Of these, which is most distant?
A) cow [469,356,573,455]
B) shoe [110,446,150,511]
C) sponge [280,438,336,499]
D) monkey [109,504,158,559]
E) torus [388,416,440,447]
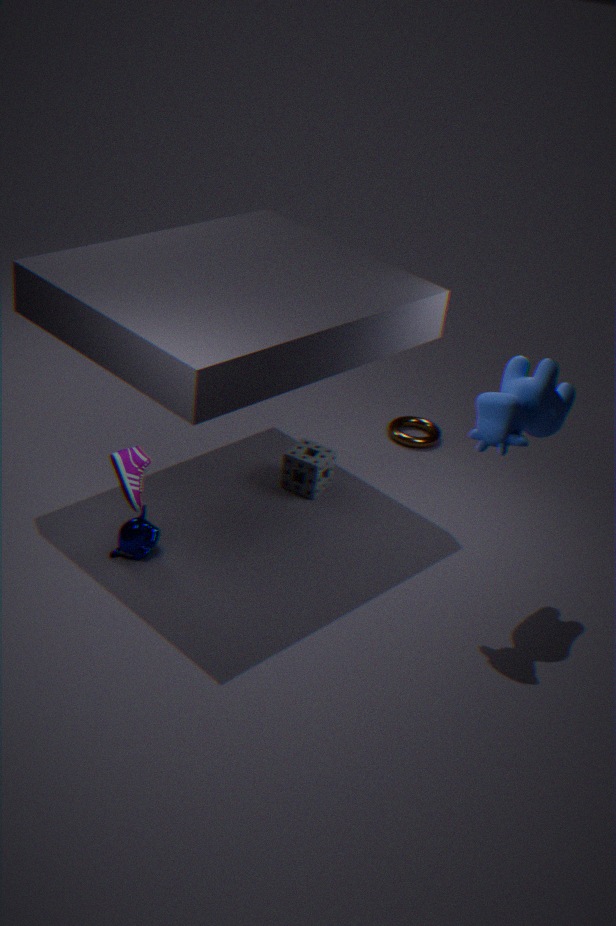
torus [388,416,440,447]
